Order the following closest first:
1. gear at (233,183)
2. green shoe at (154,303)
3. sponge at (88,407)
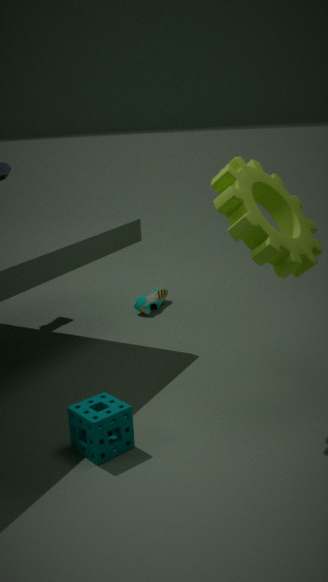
sponge at (88,407)
gear at (233,183)
green shoe at (154,303)
